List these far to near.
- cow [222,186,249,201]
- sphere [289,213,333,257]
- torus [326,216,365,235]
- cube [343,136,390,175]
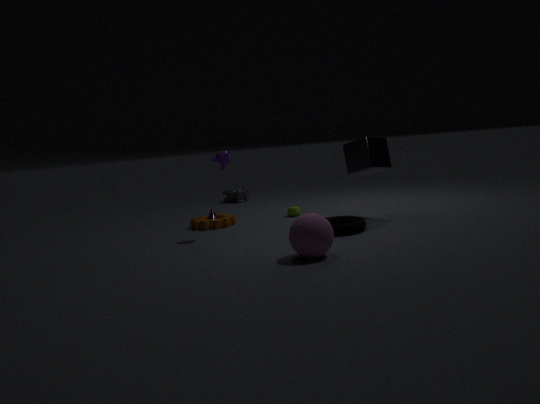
cow [222,186,249,201], cube [343,136,390,175], torus [326,216,365,235], sphere [289,213,333,257]
